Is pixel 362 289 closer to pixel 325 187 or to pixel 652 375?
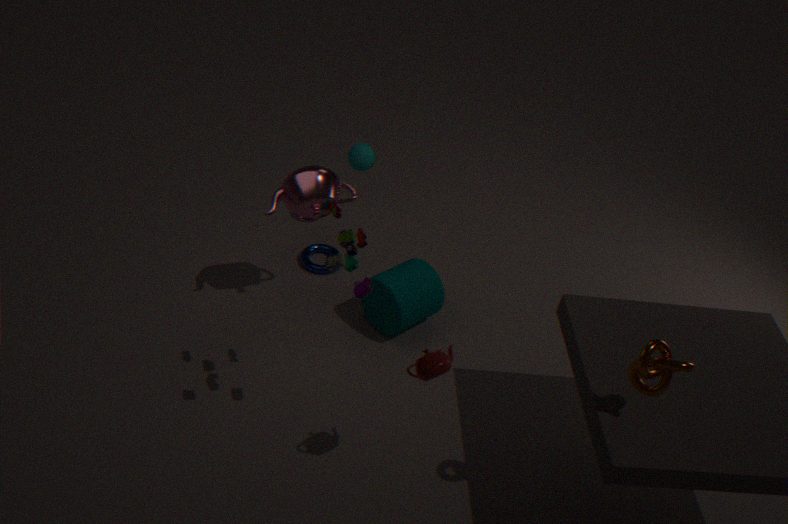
pixel 325 187
